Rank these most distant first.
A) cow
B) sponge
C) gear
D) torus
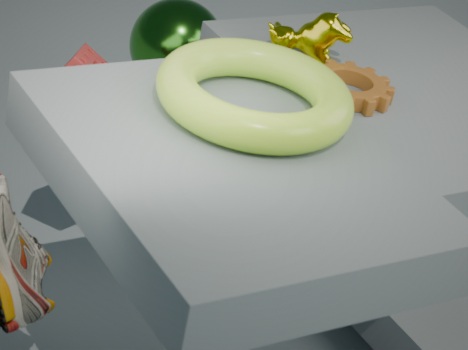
cow < sponge < gear < torus
